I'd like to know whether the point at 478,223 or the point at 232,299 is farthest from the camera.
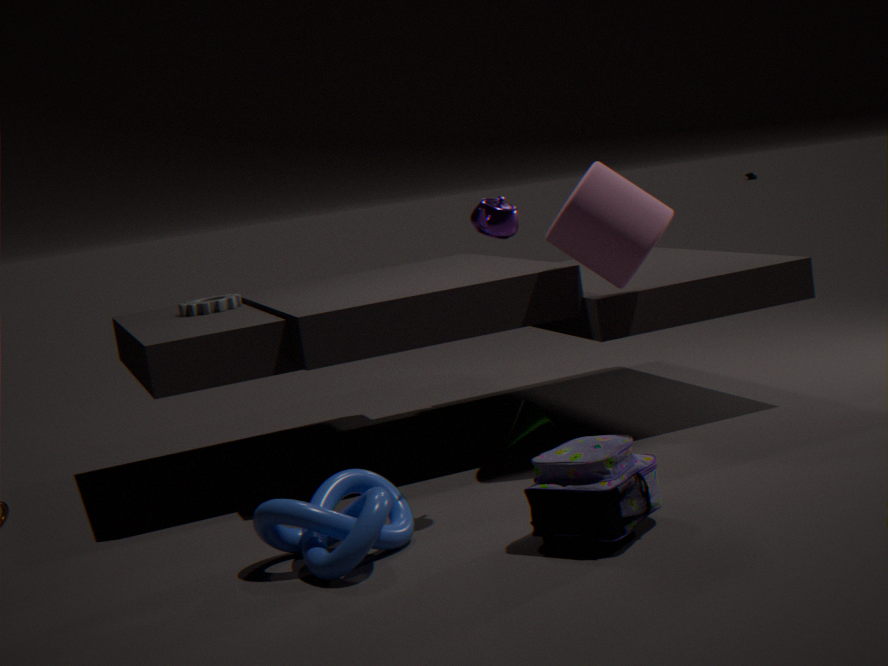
the point at 232,299
